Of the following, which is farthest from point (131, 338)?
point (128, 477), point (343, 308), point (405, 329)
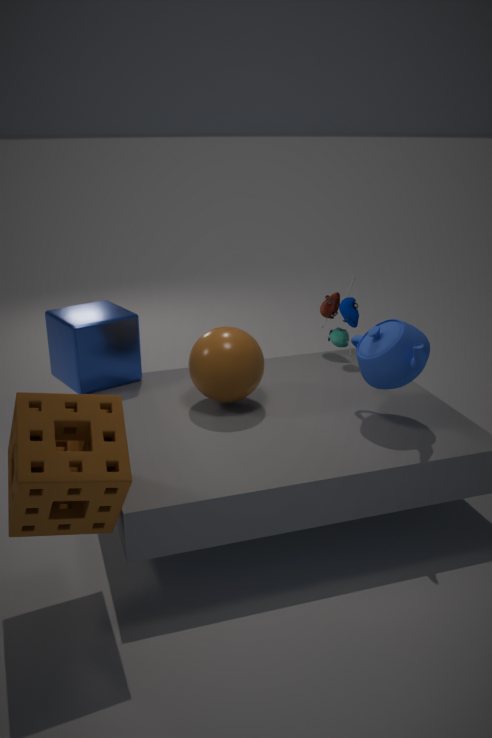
point (405, 329)
